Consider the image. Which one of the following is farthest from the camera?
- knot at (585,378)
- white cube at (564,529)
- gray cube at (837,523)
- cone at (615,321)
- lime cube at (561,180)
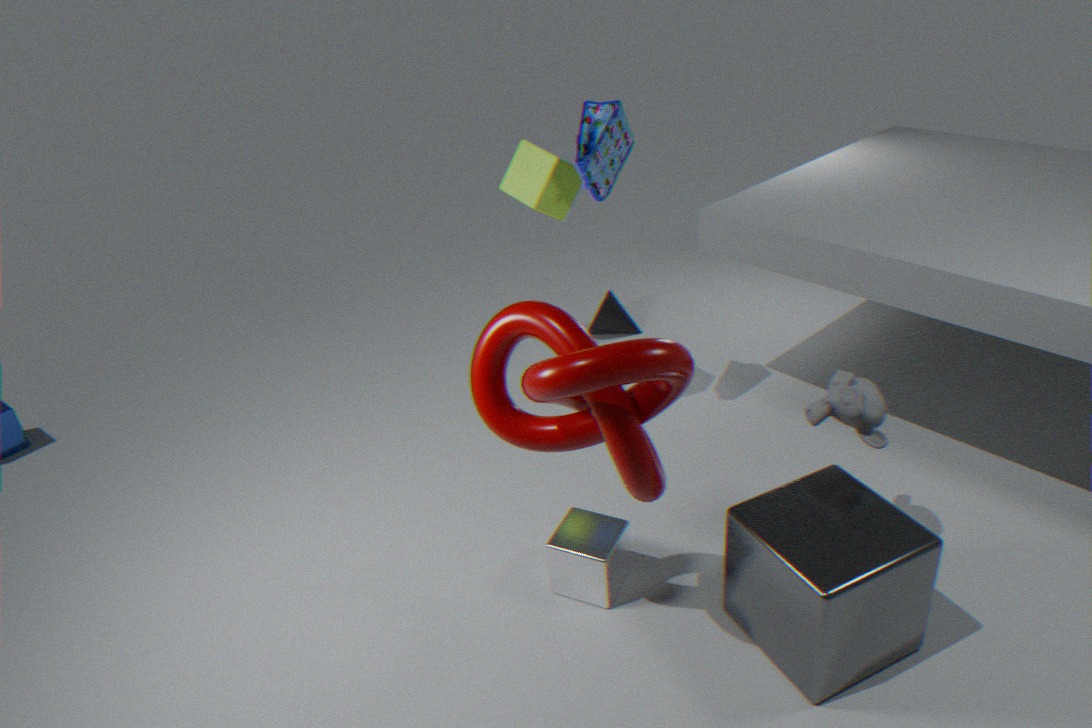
cone at (615,321)
